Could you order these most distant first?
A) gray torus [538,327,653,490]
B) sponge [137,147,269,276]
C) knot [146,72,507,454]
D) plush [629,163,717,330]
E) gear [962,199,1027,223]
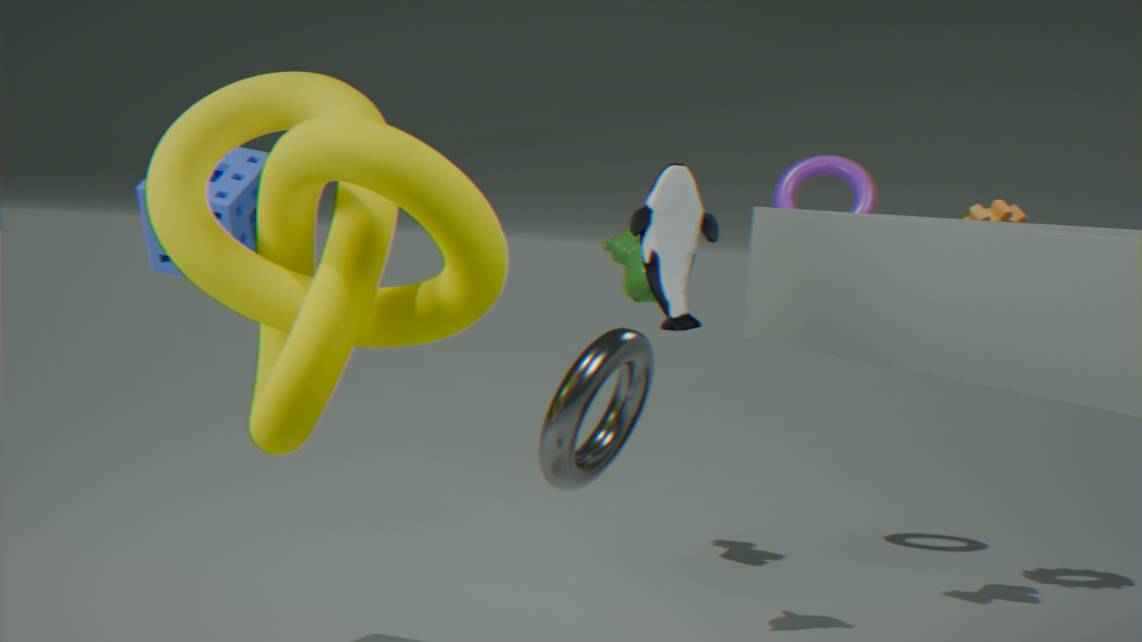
1. gear [962,199,1027,223]
2. plush [629,163,717,330]
3. sponge [137,147,269,276]
4. gray torus [538,327,653,490]
5. knot [146,72,507,454]
